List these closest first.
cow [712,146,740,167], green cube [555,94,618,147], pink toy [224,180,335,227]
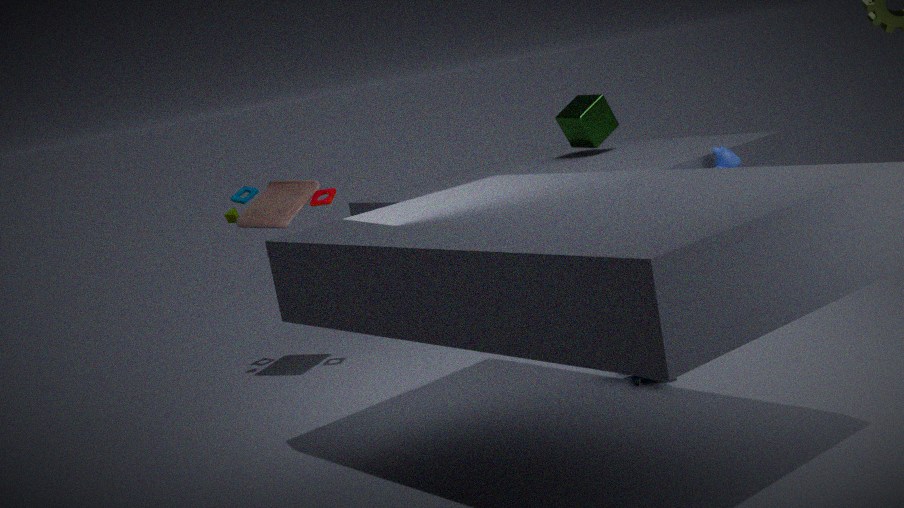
1. pink toy [224,180,335,227]
2. cow [712,146,740,167]
3. green cube [555,94,618,147]
